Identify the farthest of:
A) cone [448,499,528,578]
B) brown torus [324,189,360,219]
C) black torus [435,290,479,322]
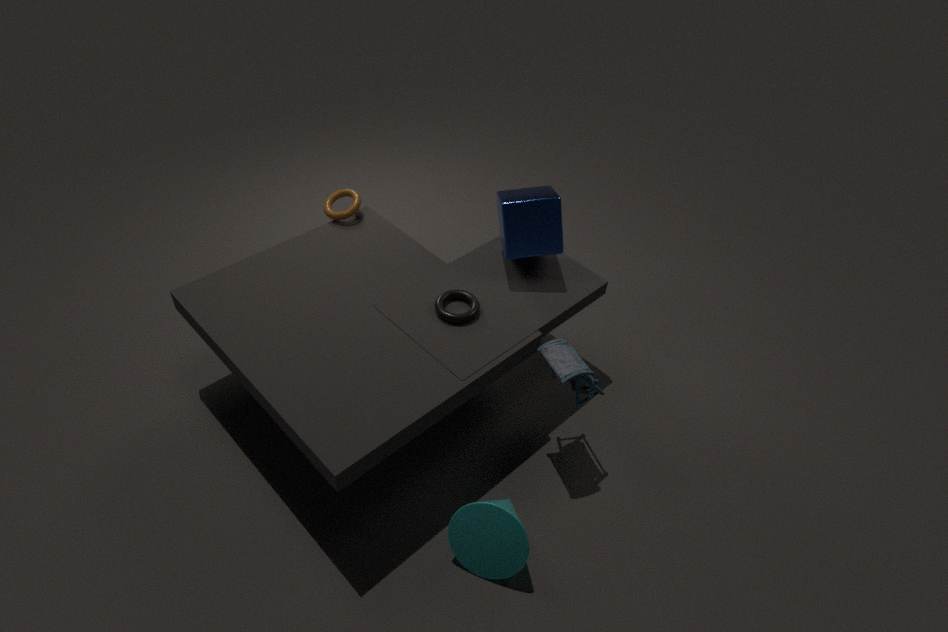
brown torus [324,189,360,219]
